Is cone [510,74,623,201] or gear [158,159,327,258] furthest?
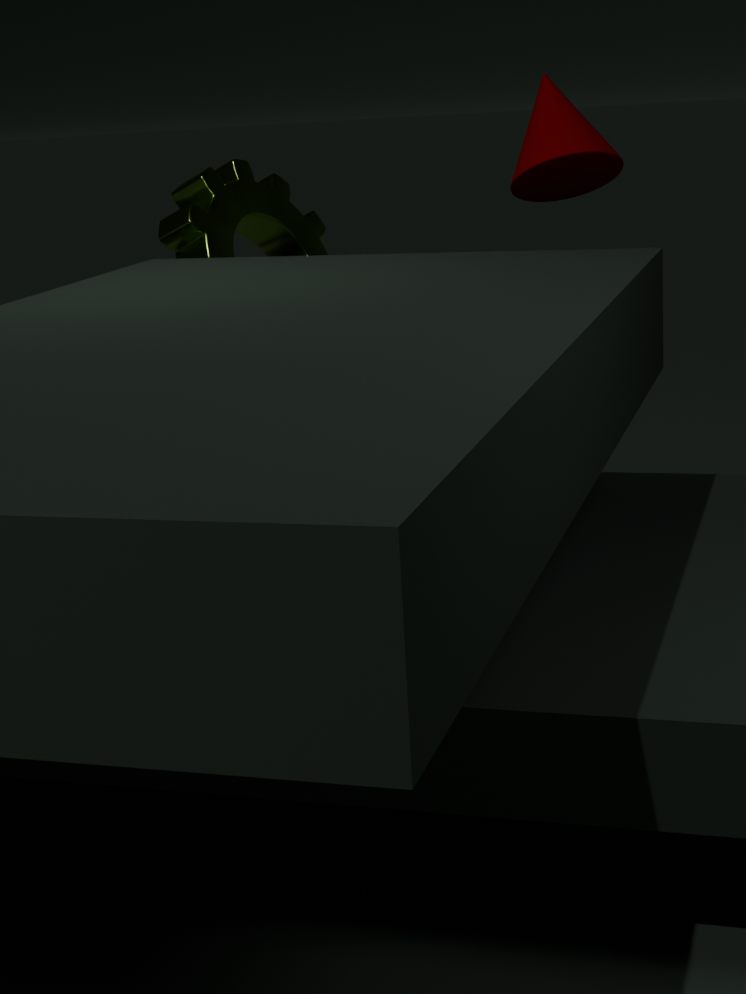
gear [158,159,327,258]
